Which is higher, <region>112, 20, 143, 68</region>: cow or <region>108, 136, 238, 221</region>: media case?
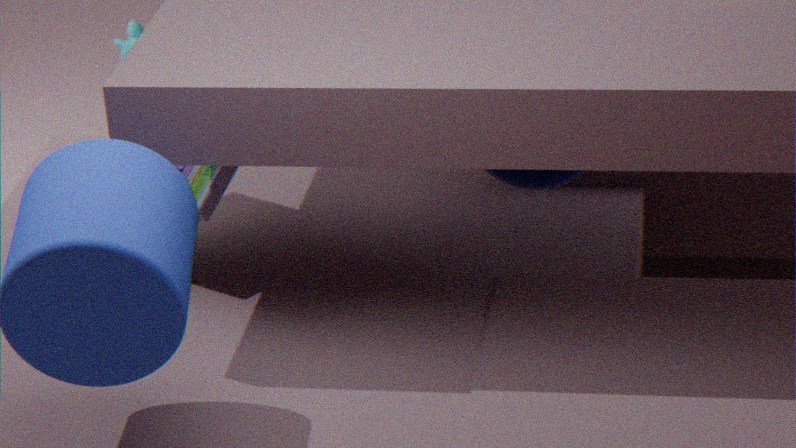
<region>108, 136, 238, 221</region>: media case
